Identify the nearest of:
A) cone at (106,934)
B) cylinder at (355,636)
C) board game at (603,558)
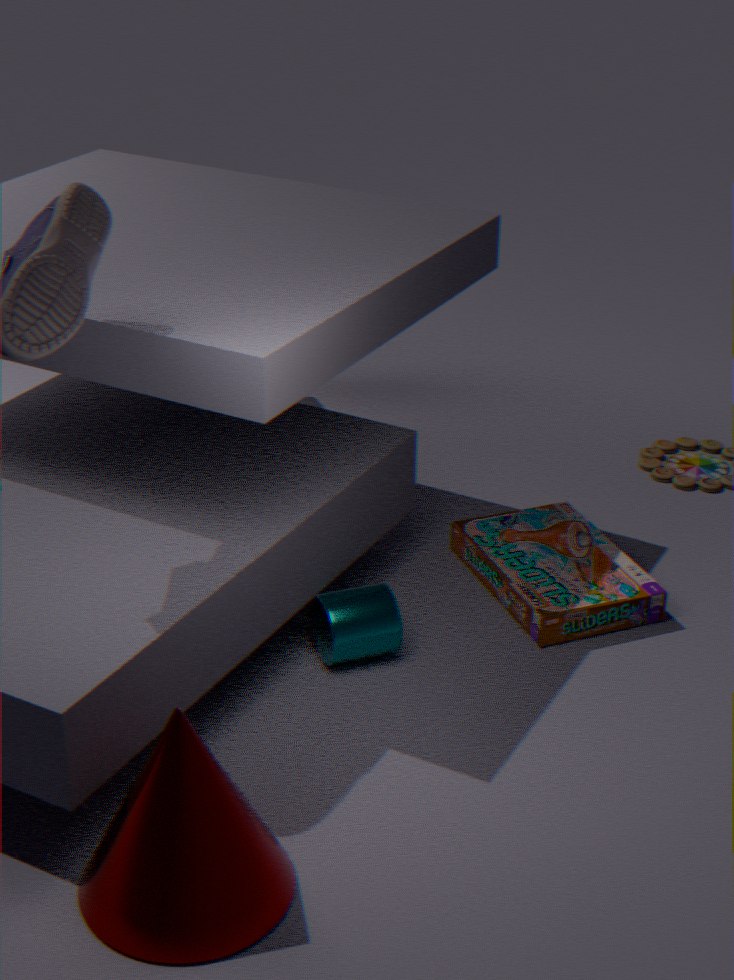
cone at (106,934)
